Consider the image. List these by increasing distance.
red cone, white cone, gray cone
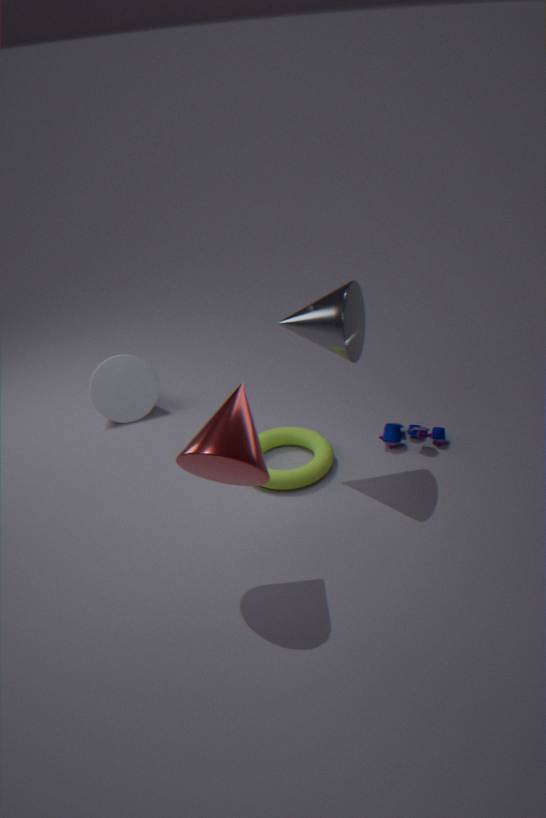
red cone
gray cone
white cone
